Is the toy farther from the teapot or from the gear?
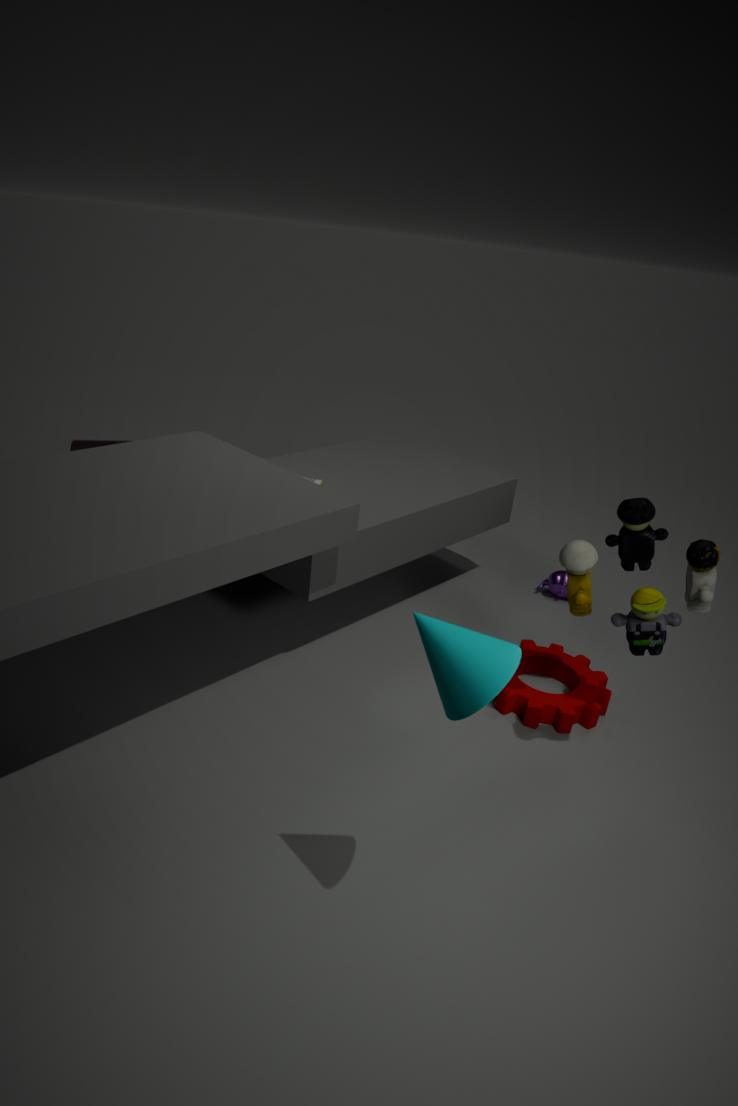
the teapot
